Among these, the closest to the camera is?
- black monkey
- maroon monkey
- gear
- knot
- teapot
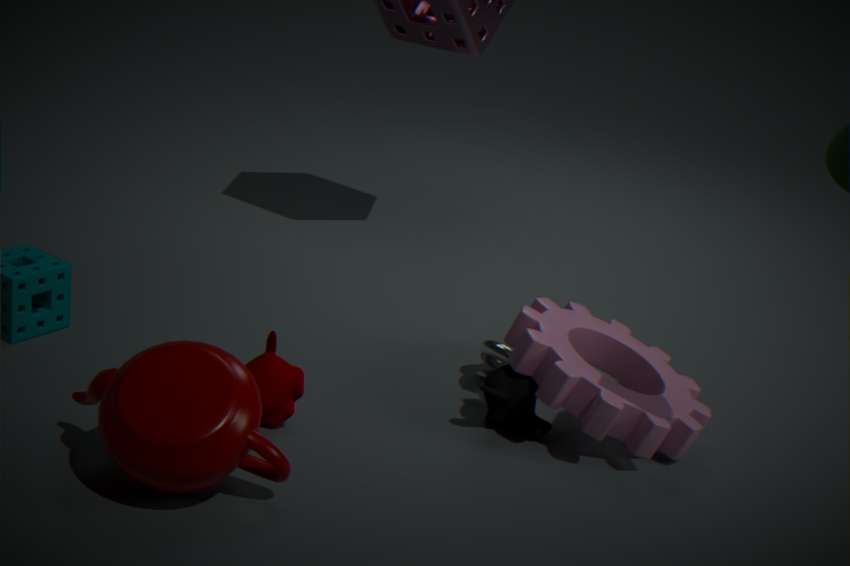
teapot
